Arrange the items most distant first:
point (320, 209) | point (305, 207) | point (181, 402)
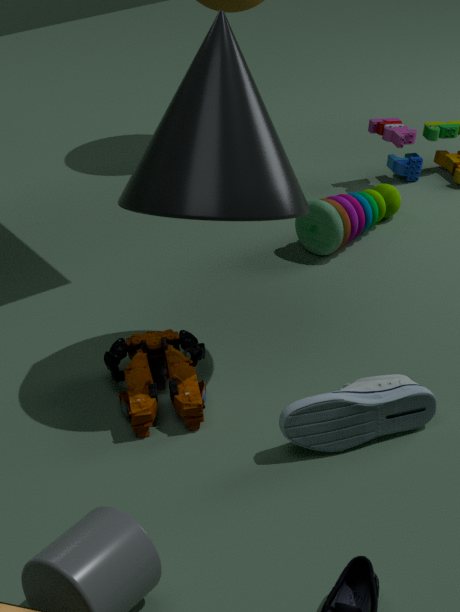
point (320, 209)
point (305, 207)
point (181, 402)
